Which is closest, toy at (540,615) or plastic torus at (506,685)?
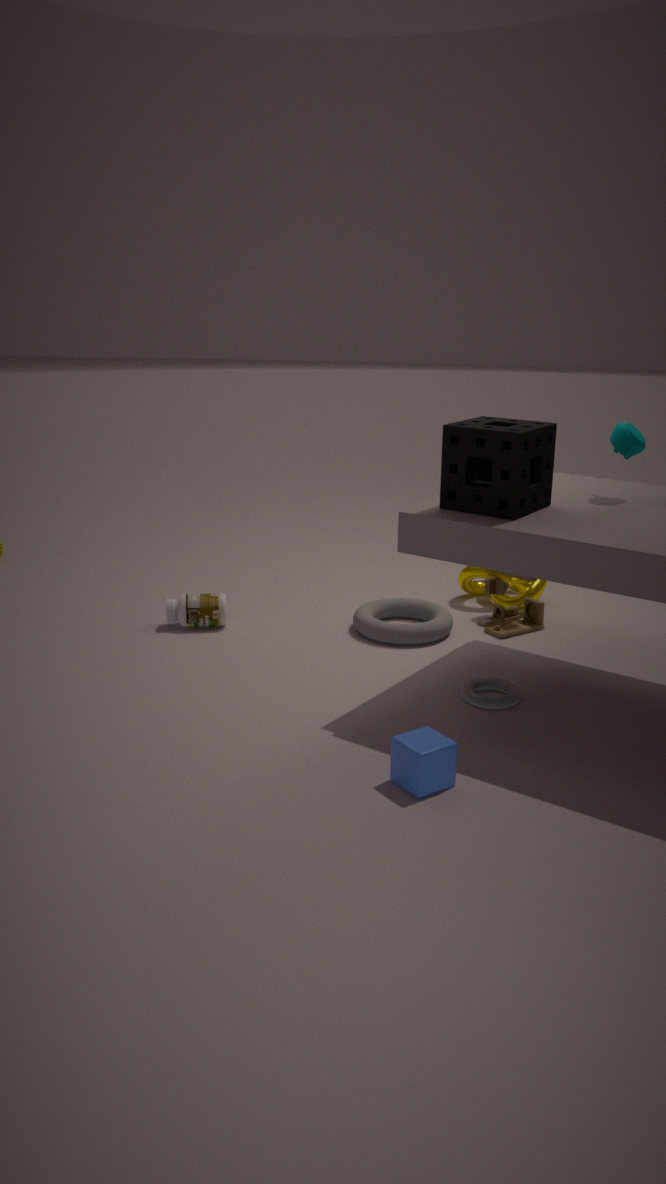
plastic torus at (506,685)
